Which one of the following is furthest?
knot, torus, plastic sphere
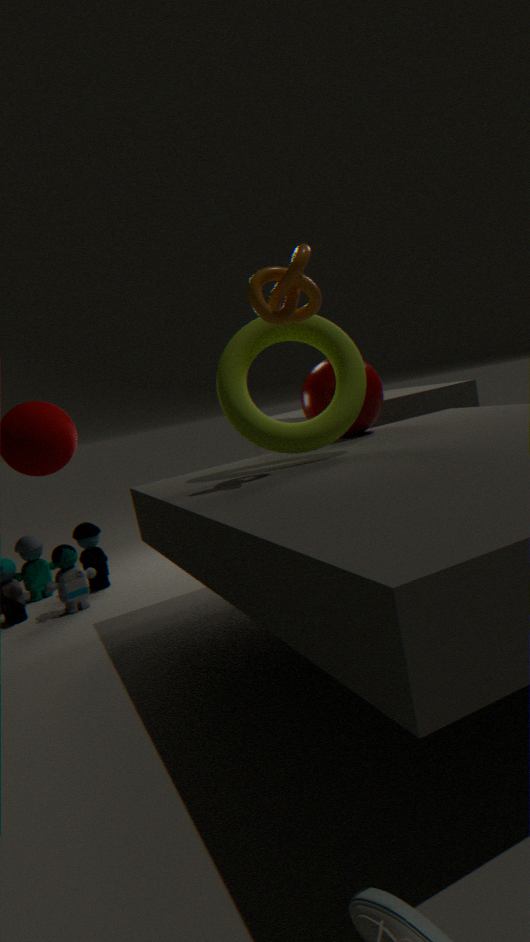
plastic sphere
